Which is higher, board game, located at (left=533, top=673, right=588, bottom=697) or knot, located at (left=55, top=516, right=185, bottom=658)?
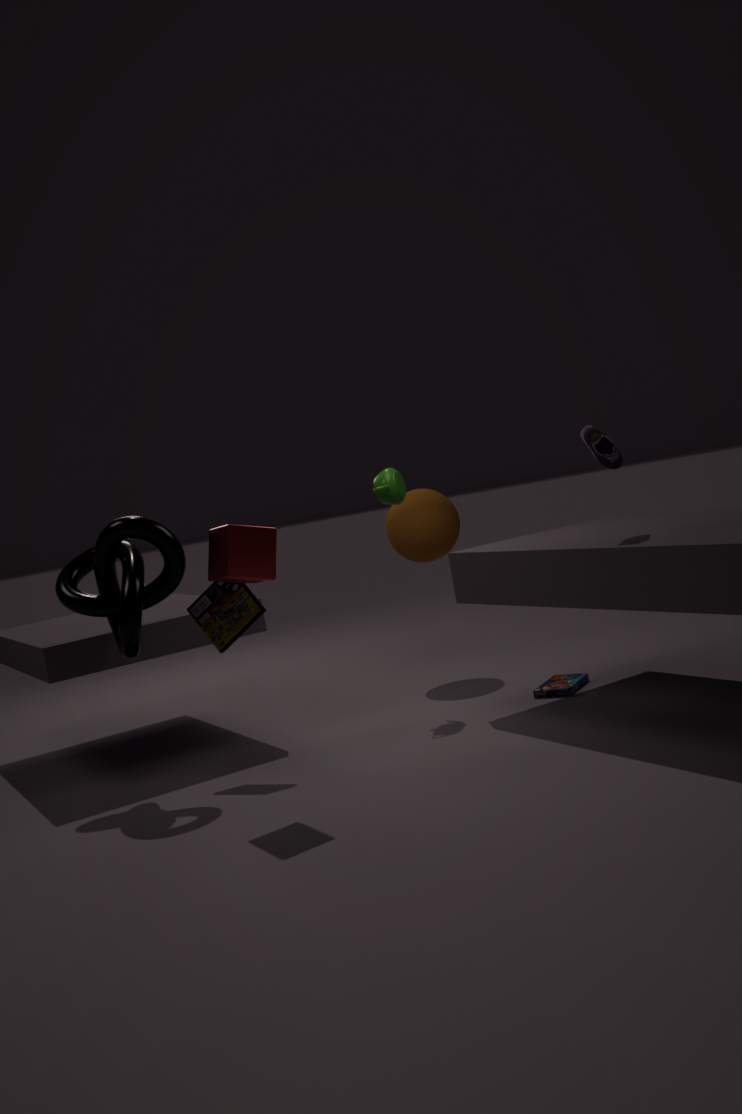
knot, located at (left=55, top=516, right=185, bottom=658)
